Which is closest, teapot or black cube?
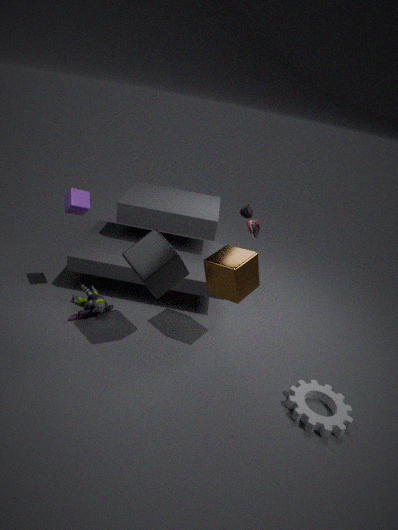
black cube
